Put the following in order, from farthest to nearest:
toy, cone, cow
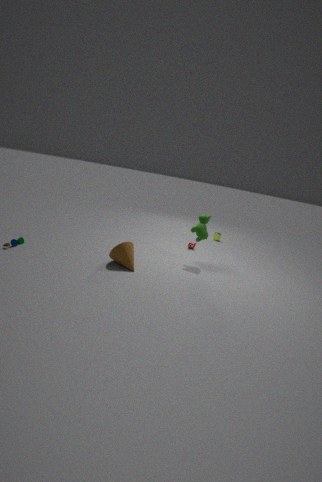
cow, cone, toy
